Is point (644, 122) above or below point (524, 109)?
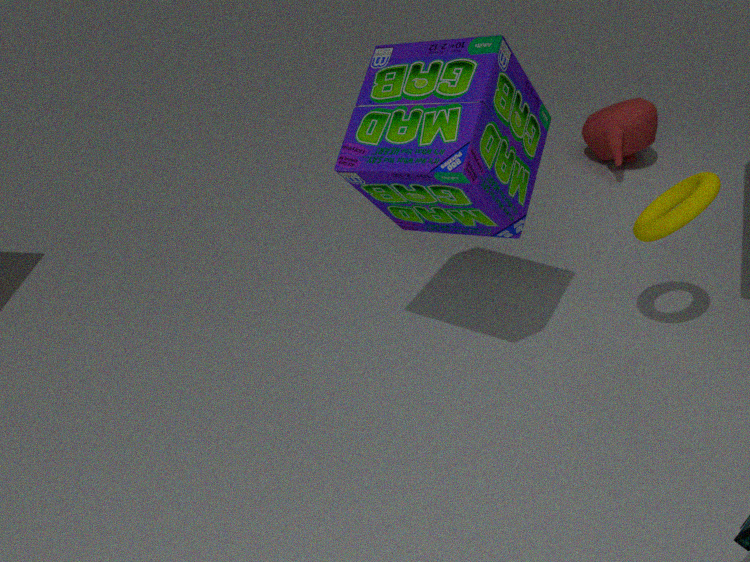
below
